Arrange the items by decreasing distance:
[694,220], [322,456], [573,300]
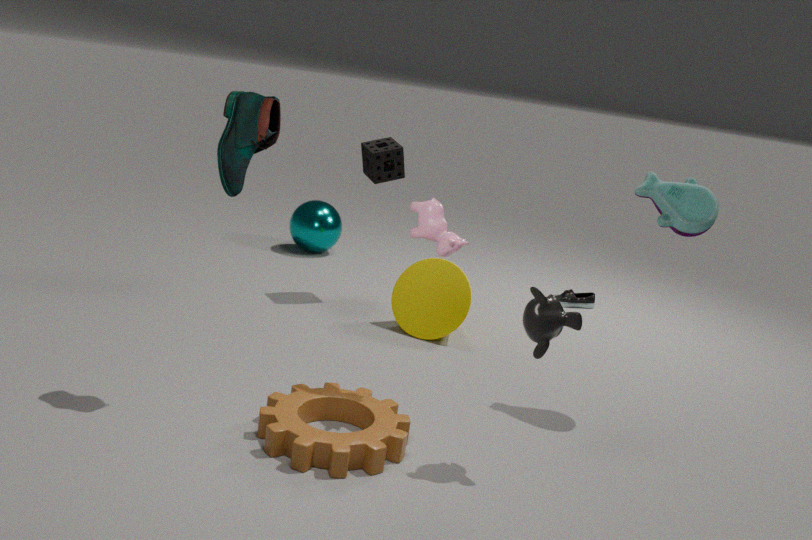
[573,300]
[694,220]
[322,456]
